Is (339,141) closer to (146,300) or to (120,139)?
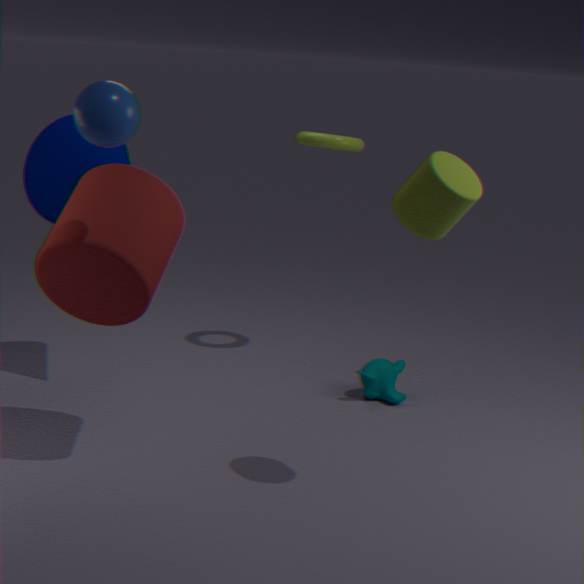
(146,300)
